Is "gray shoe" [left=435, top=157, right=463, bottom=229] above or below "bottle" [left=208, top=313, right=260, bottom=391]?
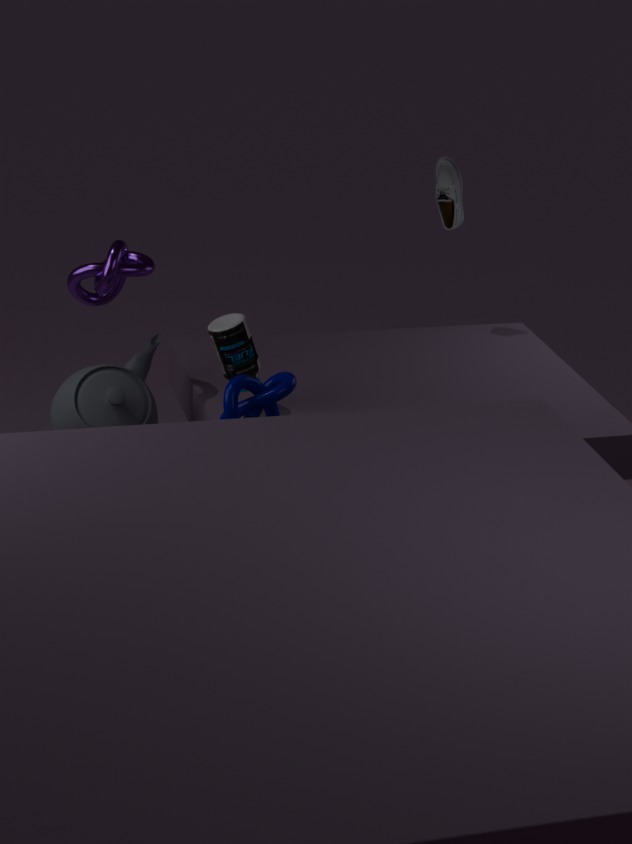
above
